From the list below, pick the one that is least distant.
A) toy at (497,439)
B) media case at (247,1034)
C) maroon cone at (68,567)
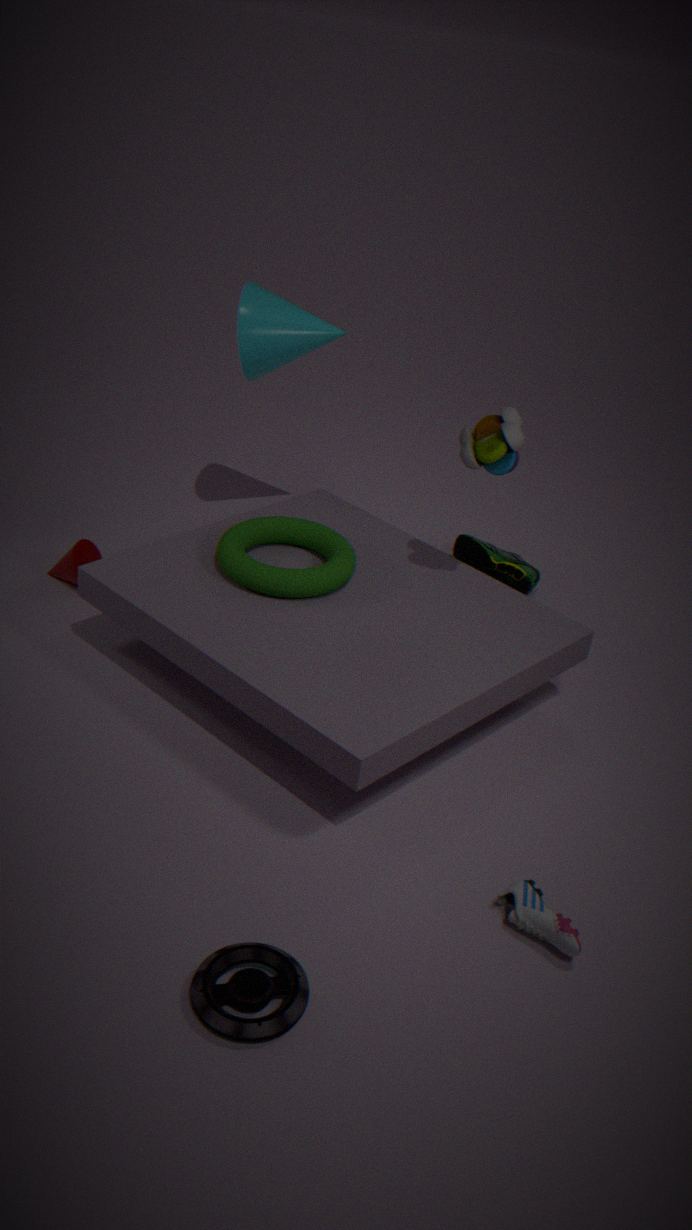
media case at (247,1034)
